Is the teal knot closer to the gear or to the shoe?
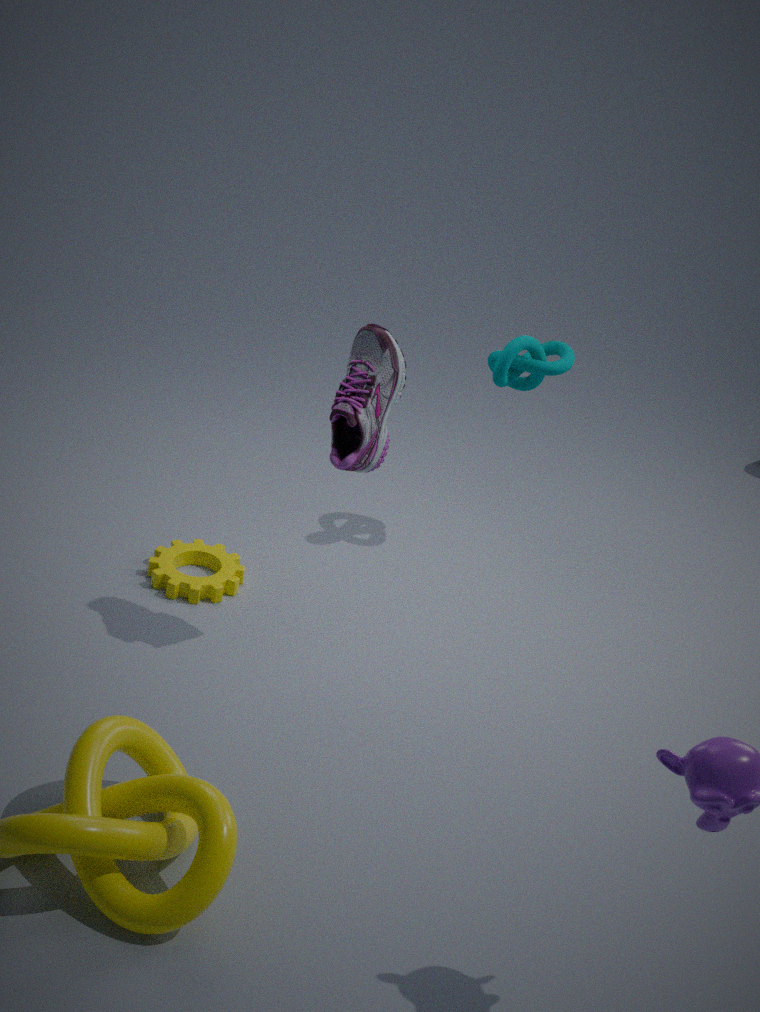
the shoe
